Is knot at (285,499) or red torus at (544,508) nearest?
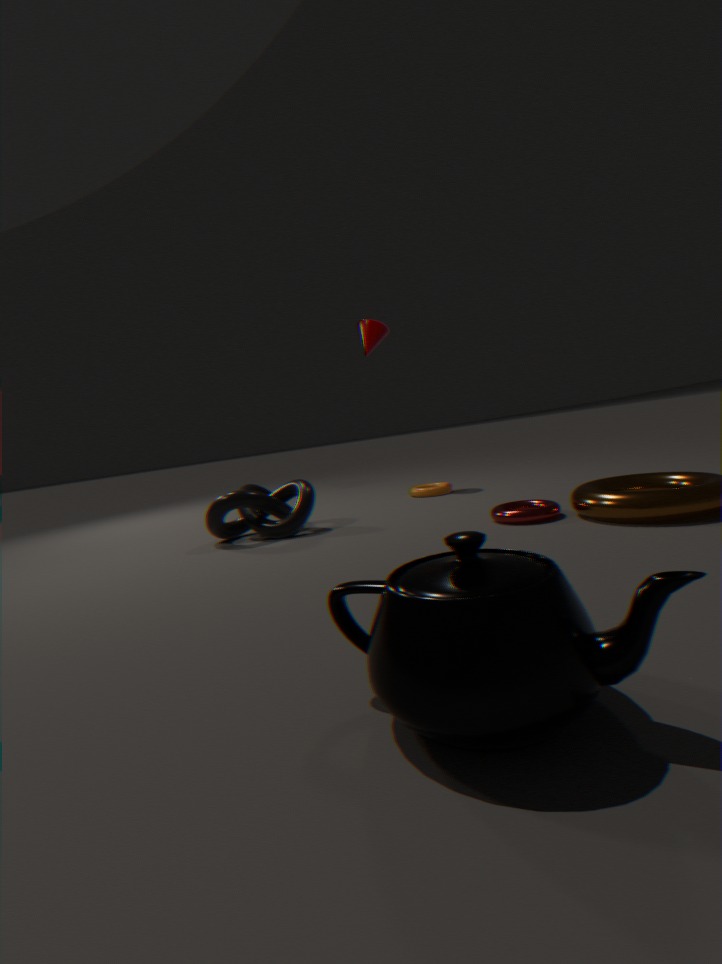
red torus at (544,508)
